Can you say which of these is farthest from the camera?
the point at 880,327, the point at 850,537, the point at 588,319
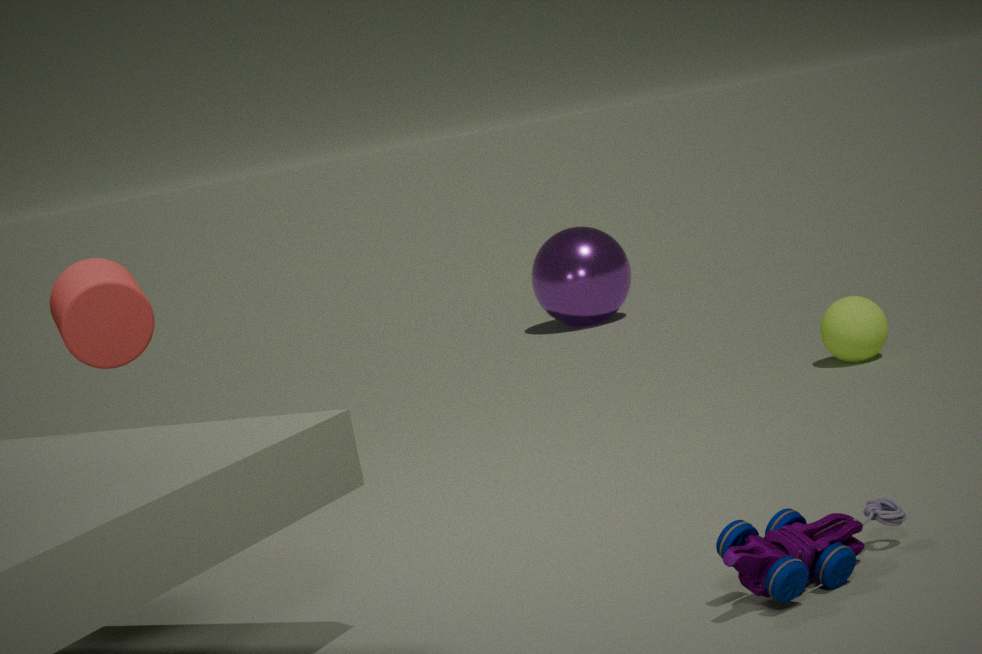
the point at 588,319
